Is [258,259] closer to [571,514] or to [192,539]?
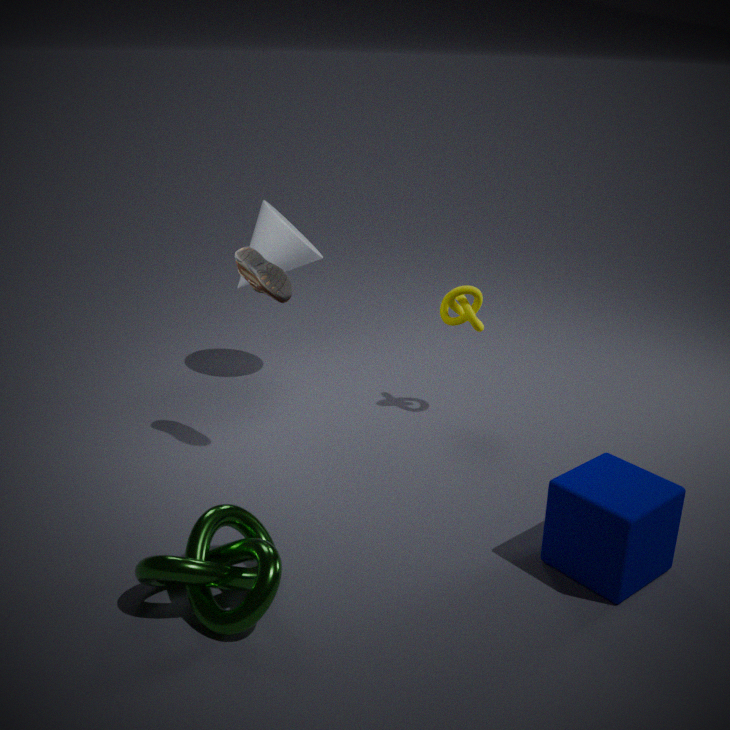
[192,539]
